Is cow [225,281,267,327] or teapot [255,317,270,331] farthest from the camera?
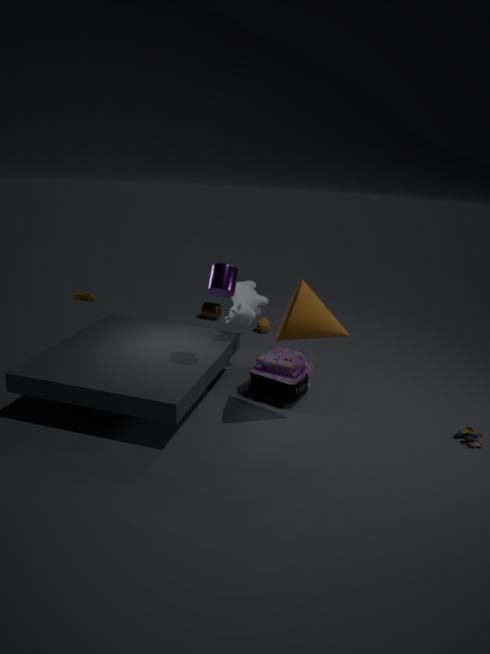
teapot [255,317,270,331]
